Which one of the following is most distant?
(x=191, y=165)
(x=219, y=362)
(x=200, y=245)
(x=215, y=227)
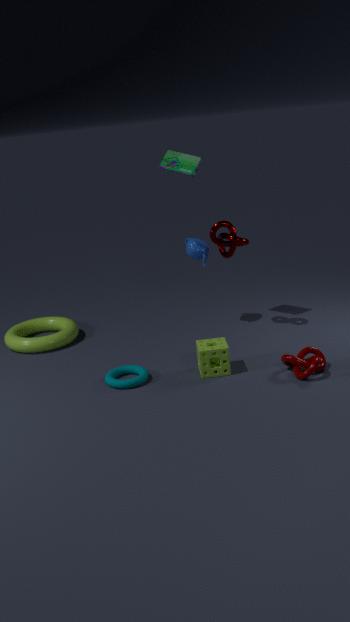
(x=200, y=245)
